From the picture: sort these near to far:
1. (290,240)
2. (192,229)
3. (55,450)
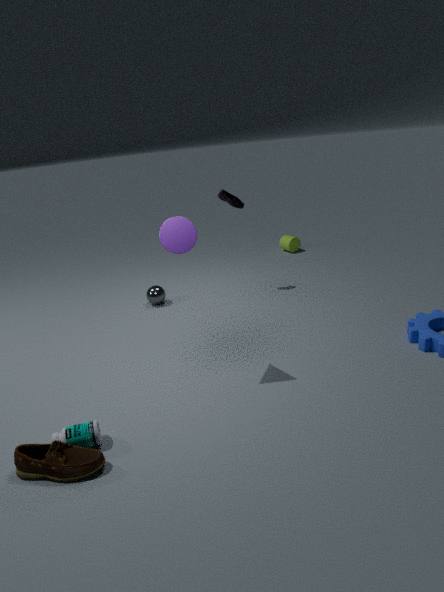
(55,450), (192,229), (290,240)
